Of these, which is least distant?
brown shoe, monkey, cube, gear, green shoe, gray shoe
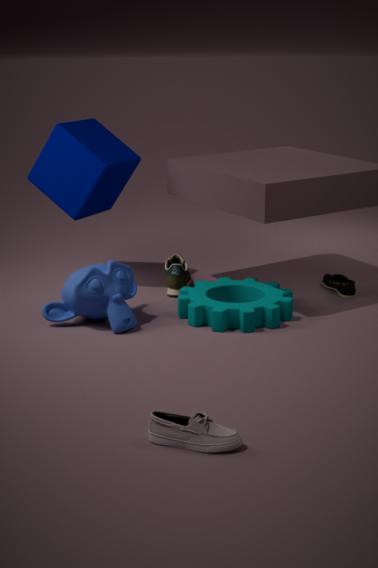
gray shoe
